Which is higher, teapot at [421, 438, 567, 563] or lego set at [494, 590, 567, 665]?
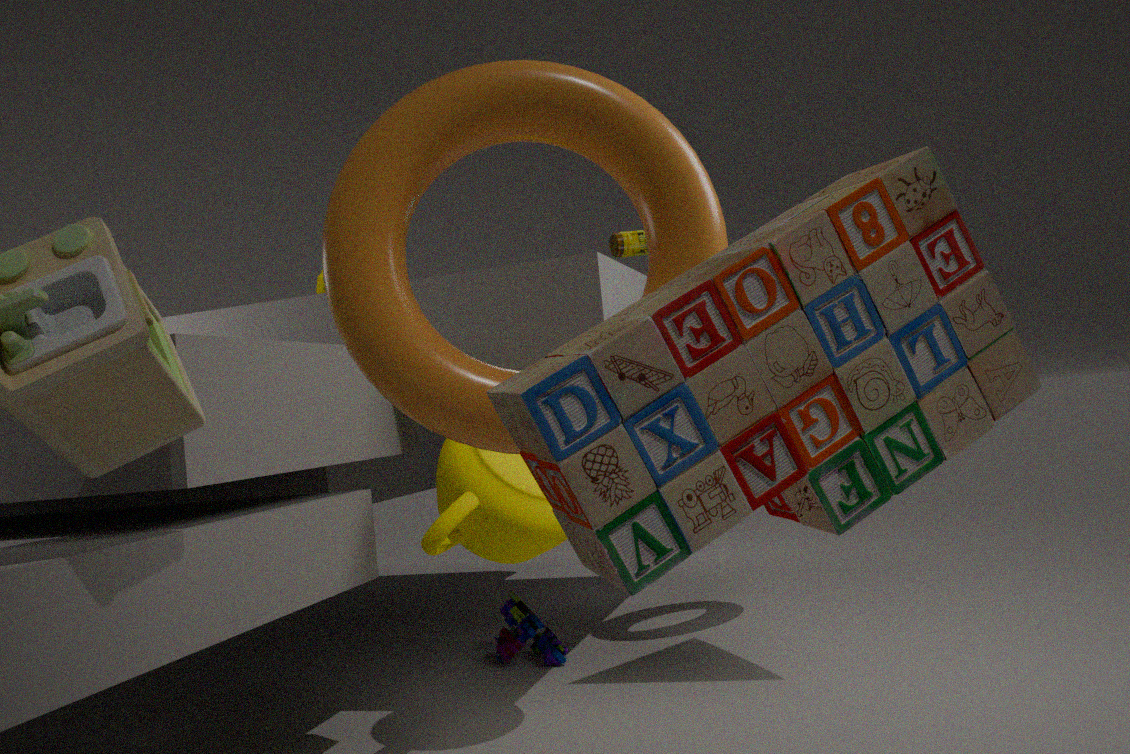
teapot at [421, 438, 567, 563]
